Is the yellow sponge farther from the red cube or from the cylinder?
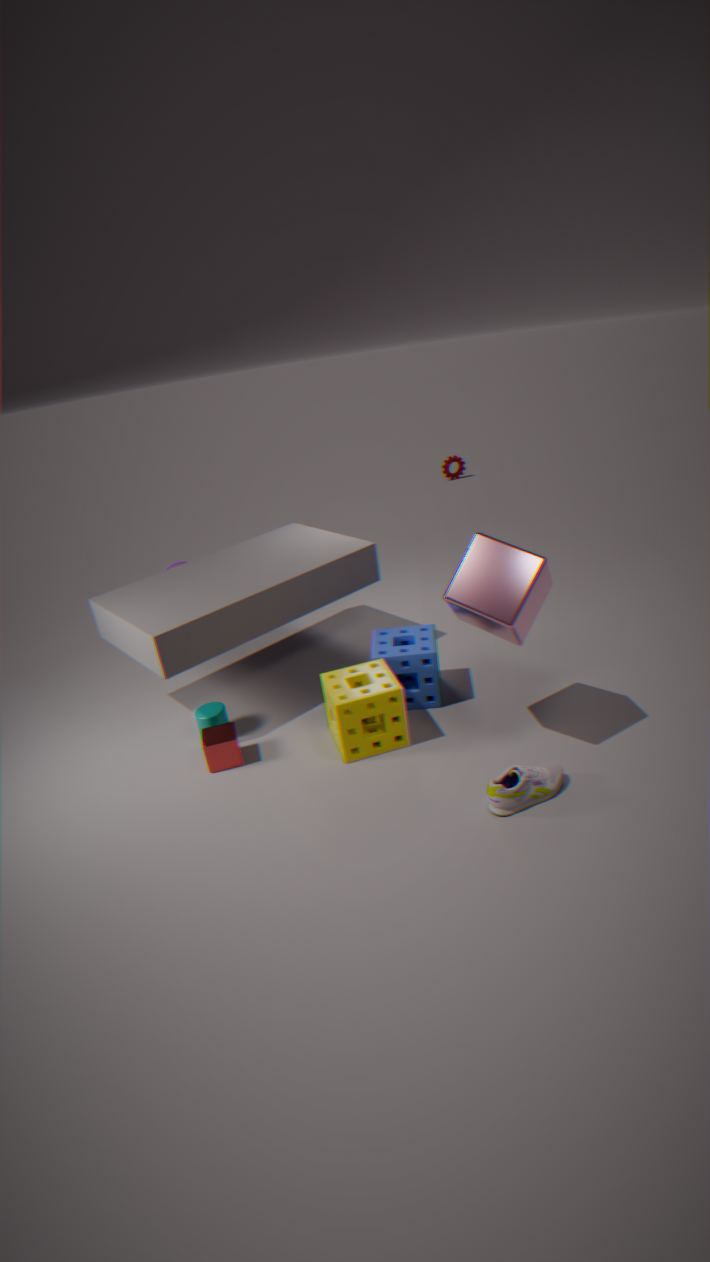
the cylinder
